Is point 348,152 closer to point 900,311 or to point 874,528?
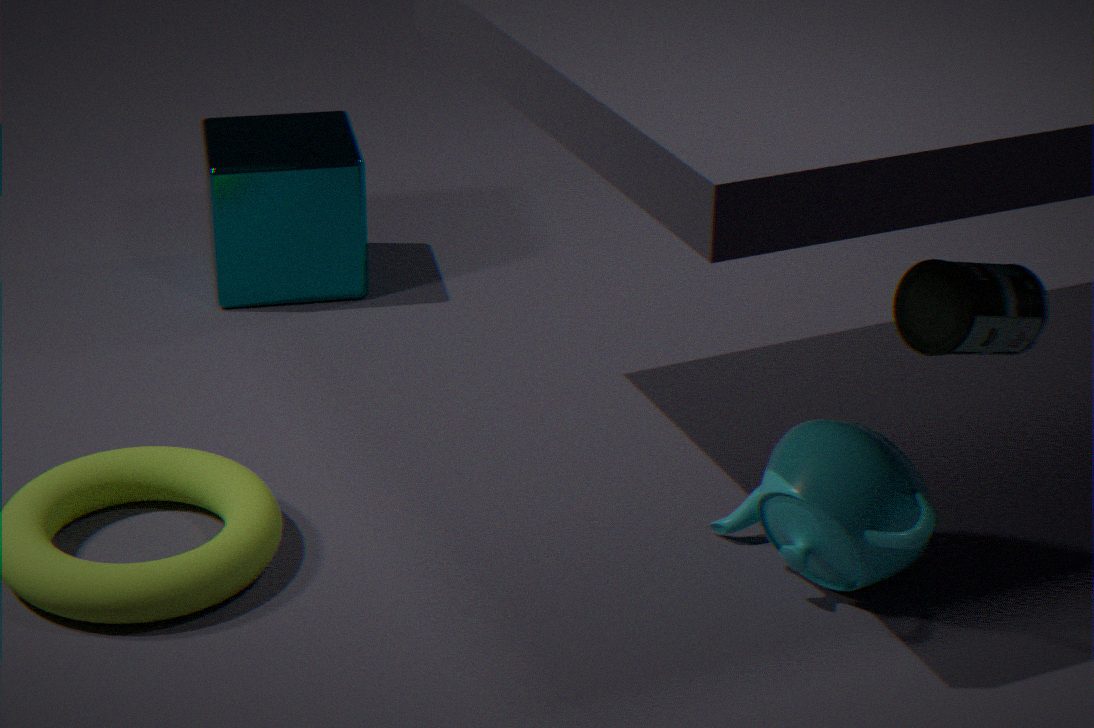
point 874,528
